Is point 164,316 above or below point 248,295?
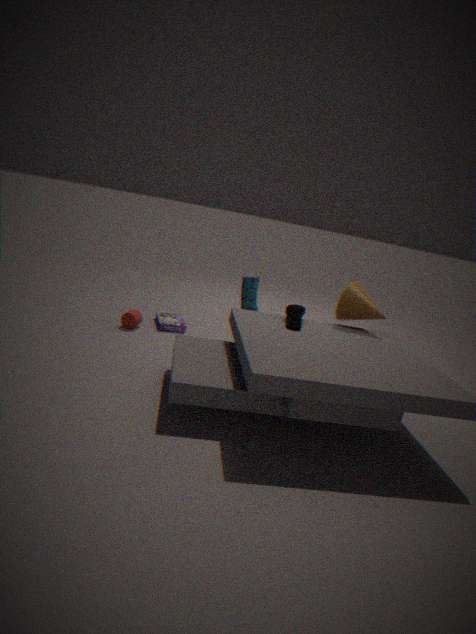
below
